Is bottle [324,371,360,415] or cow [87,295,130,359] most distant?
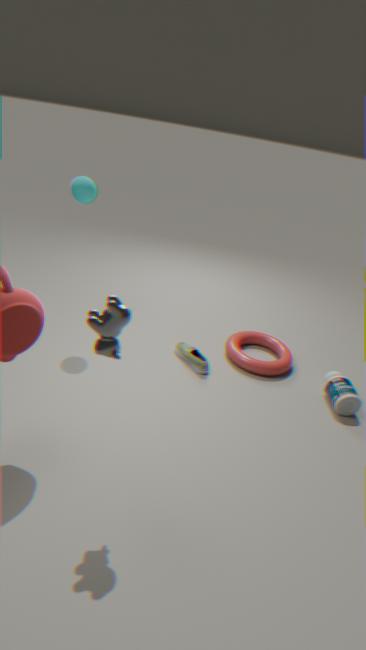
bottle [324,371,360,415]
